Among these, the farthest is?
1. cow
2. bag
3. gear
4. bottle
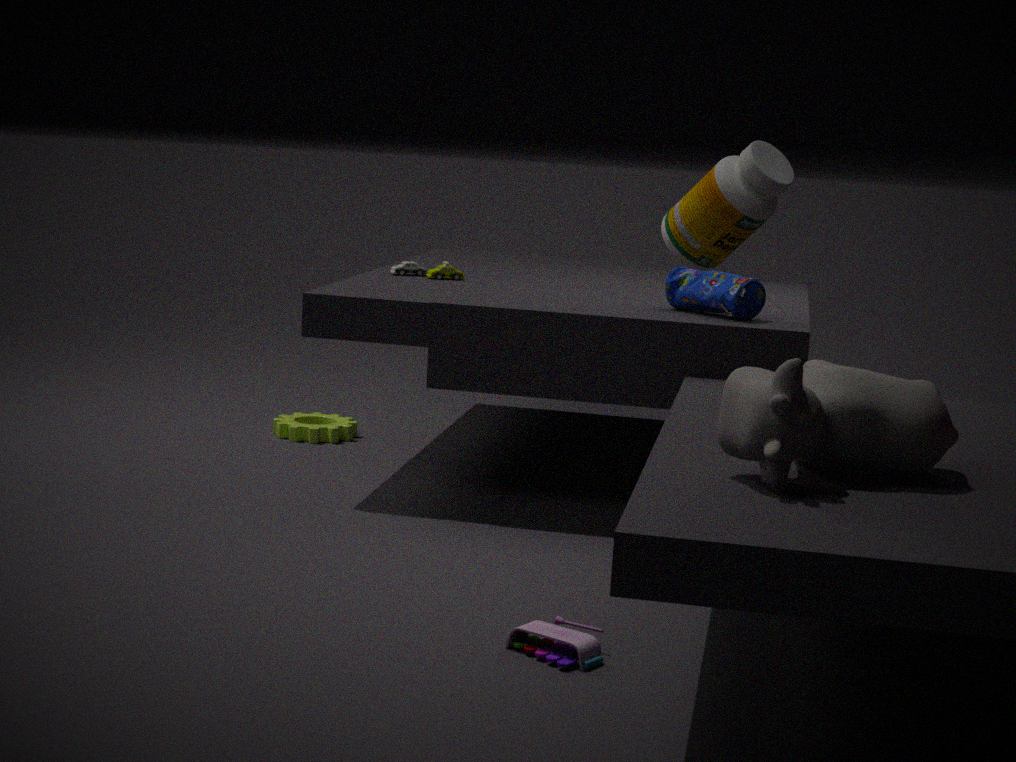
gear
